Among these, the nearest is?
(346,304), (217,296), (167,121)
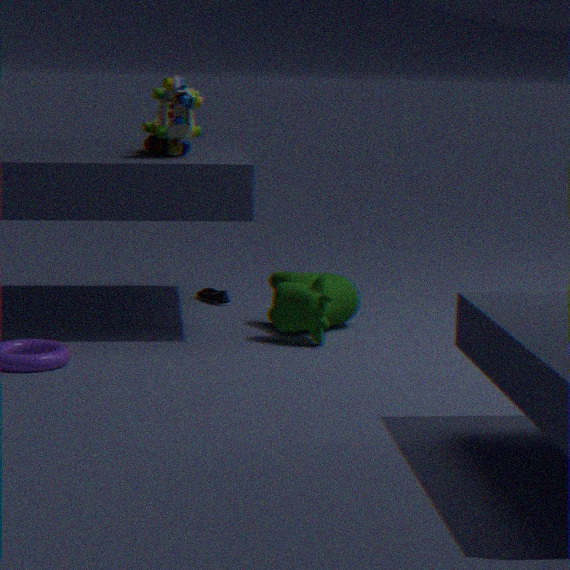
(167,121)
